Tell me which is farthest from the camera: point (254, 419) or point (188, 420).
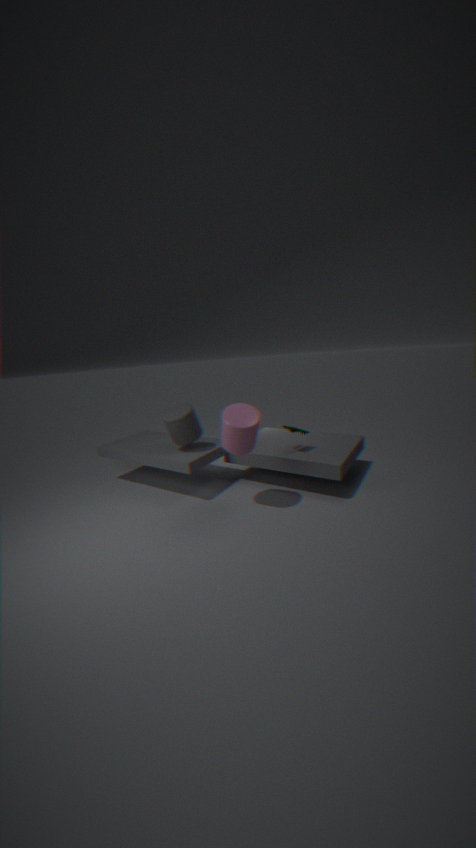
point (188, 420)
